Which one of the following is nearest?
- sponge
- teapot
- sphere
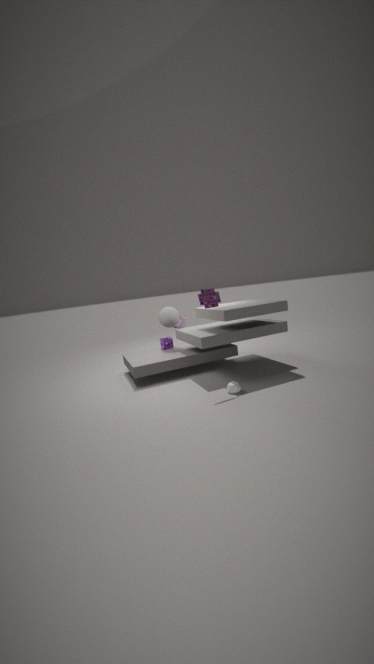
teapot
